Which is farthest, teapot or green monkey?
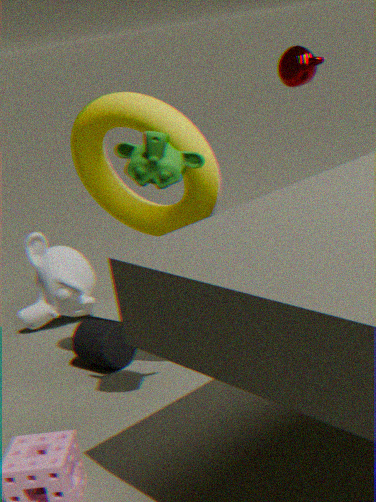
teapot
